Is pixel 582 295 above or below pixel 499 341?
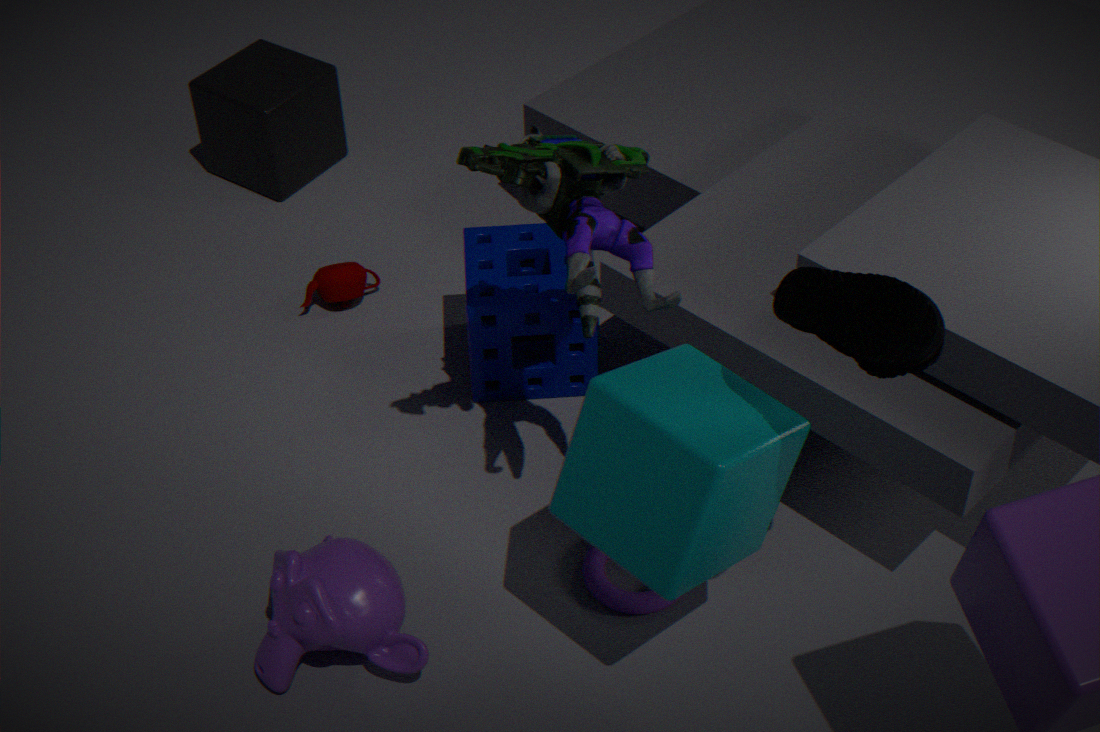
above
